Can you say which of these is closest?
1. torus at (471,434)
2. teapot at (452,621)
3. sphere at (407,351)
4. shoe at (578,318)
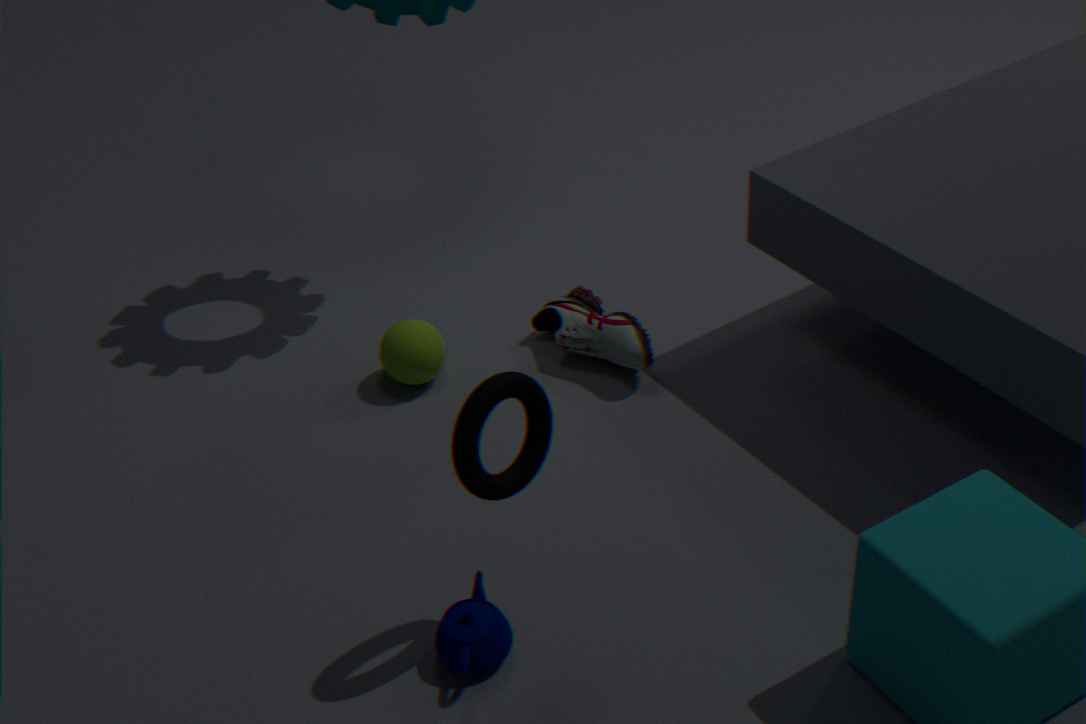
torus at (471,434)
